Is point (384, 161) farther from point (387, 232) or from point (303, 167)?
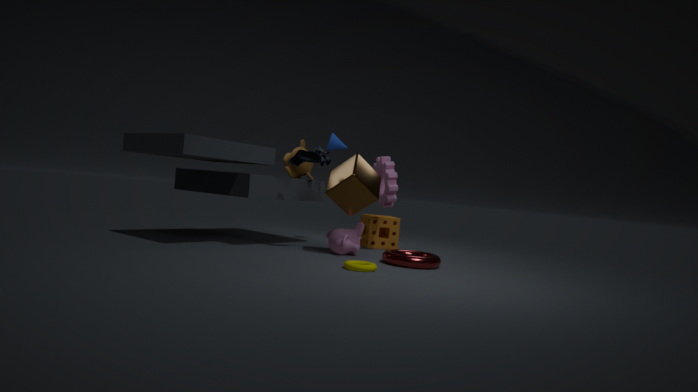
point (303, 167)
